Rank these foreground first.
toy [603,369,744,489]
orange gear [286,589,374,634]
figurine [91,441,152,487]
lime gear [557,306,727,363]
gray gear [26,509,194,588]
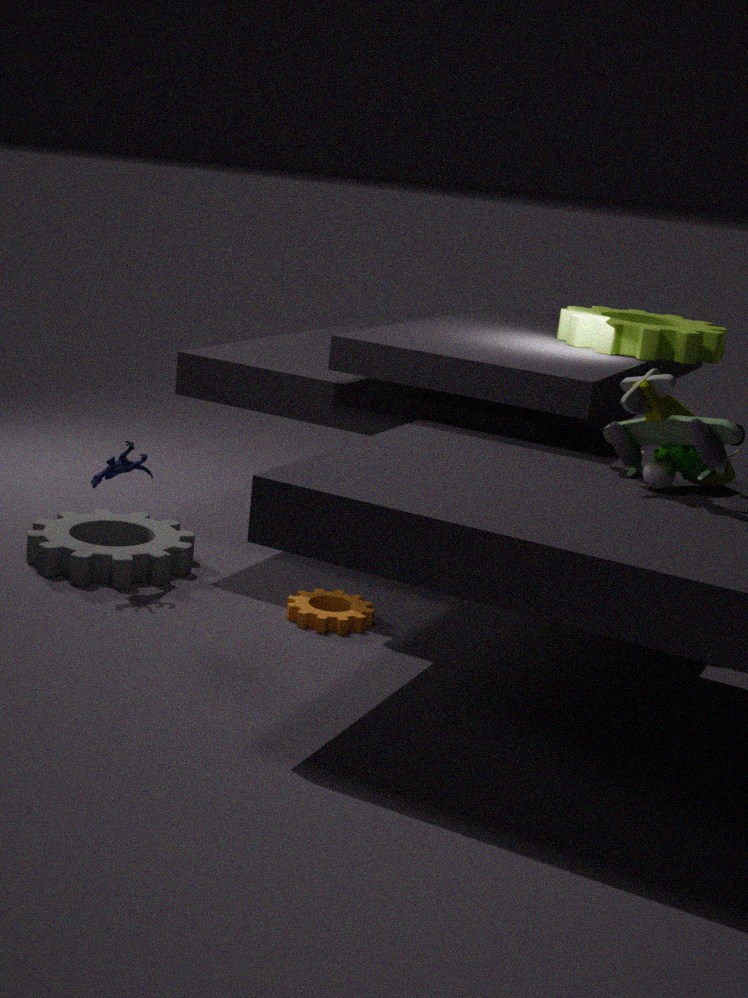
toy [603,369,744,489], orange gear [286,589,374,634], figurine [91,441,152,487], lime gear [557,306,727,363], gray gear [26,509,194,588]
